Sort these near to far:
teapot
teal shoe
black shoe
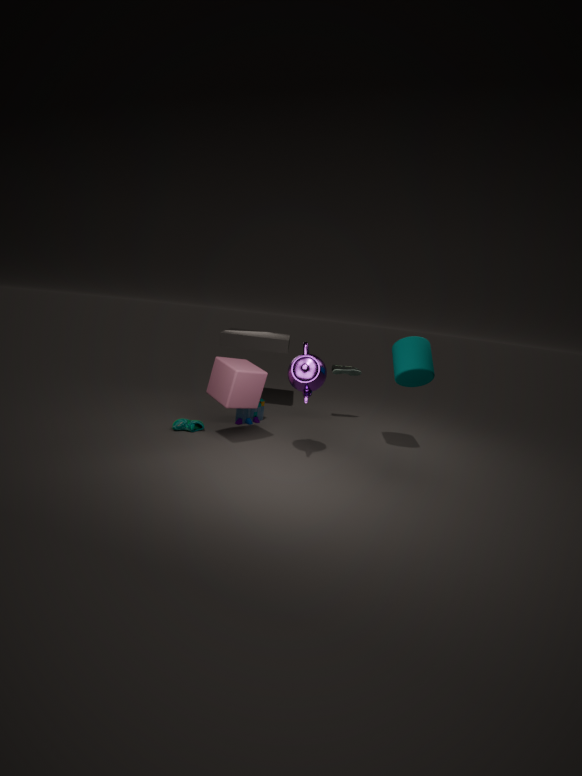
teapot, teal shoe, black shoe
